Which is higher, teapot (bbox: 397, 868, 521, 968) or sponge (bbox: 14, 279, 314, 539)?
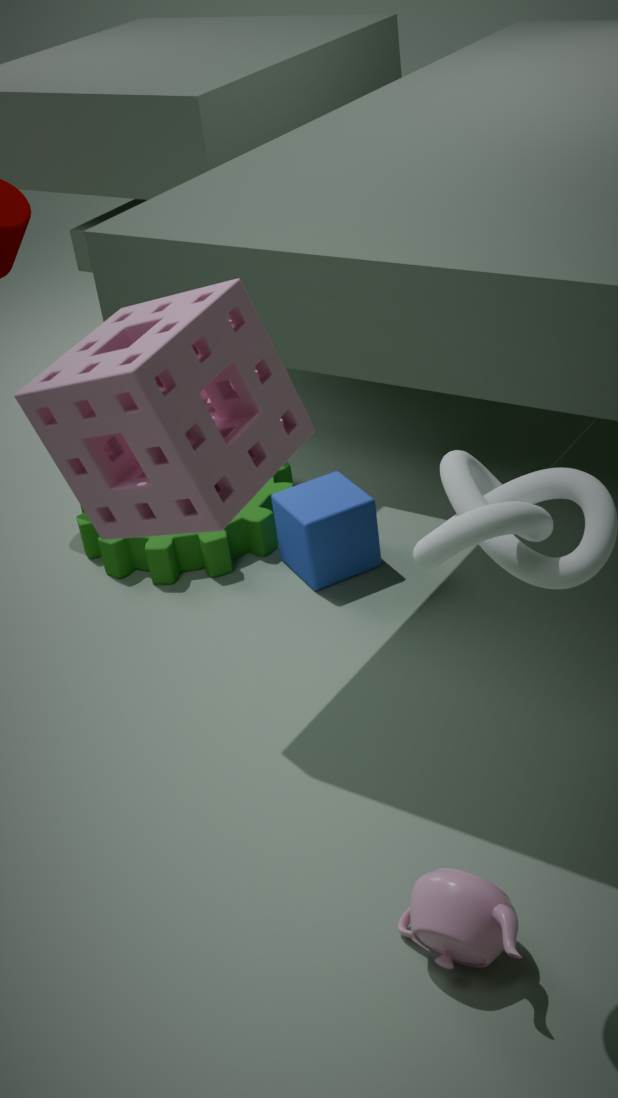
sponge (bbox: 14, 279, 314, 539)
